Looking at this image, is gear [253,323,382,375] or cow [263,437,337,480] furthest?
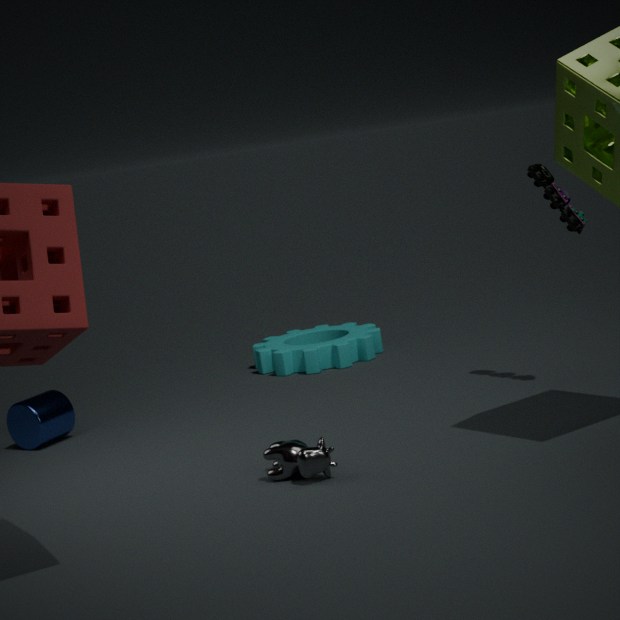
gear [253,323,382,375]
